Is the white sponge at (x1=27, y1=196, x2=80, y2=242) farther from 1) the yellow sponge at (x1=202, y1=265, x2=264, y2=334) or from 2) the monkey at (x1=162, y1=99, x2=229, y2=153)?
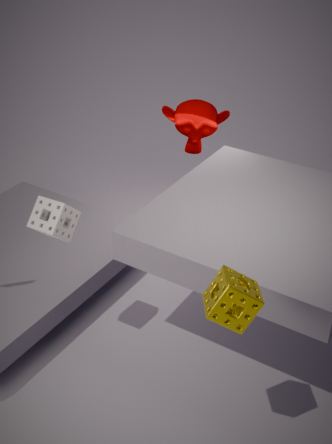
2) the monkey at (x1=162, y1=99, x2=229, y2=153)
